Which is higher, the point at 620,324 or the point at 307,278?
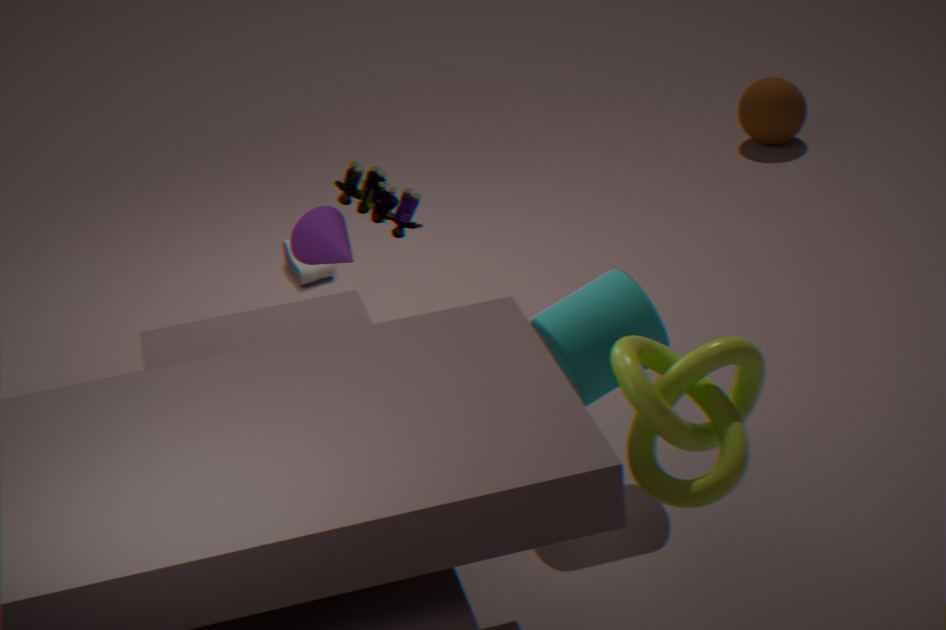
the point at 620,324
